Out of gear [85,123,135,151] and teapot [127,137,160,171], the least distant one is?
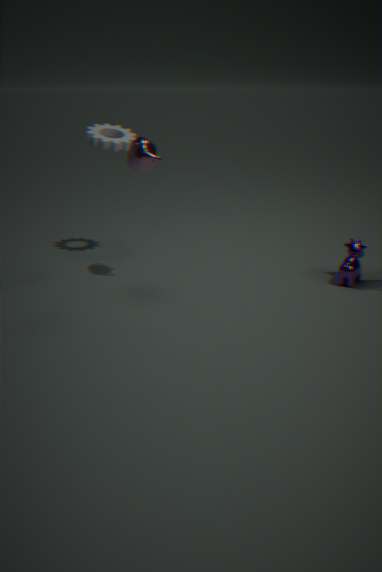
teapot [127,137,160,171]
